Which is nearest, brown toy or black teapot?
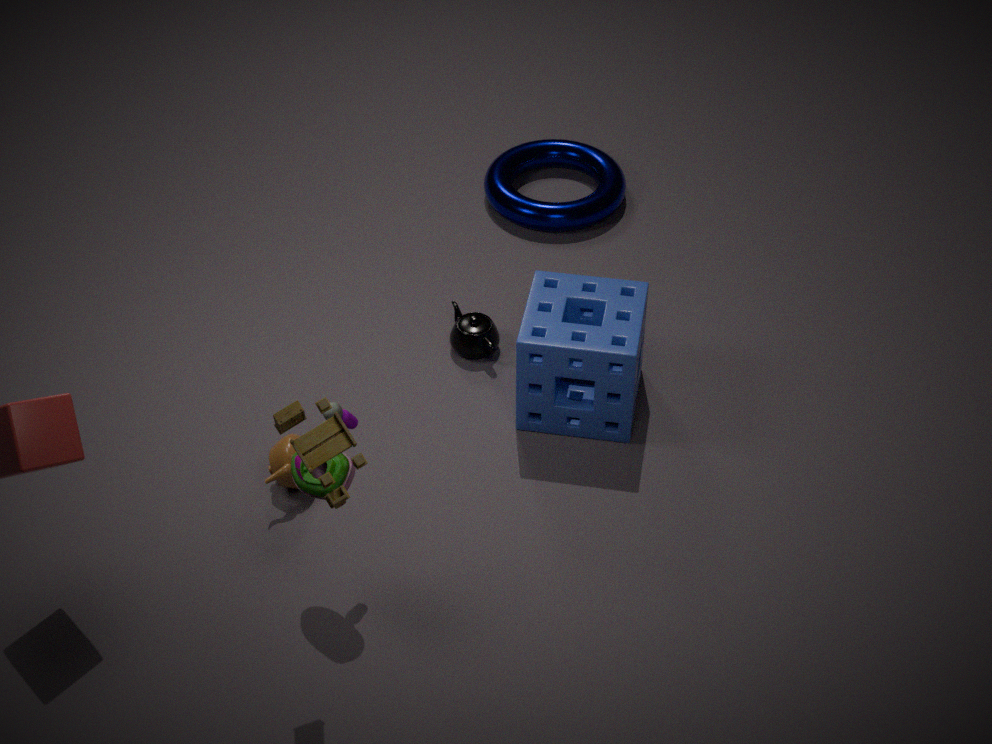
brown toy
